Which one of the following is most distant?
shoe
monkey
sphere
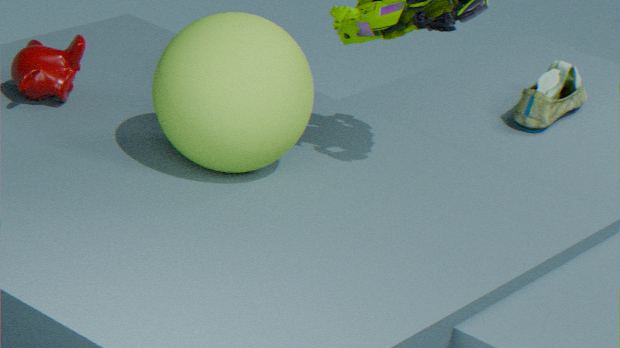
shoe
